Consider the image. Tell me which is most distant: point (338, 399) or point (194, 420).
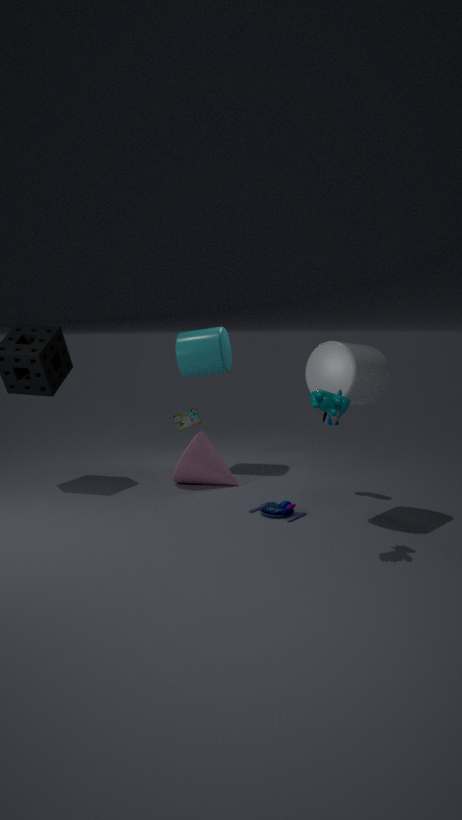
point (194, 420)
